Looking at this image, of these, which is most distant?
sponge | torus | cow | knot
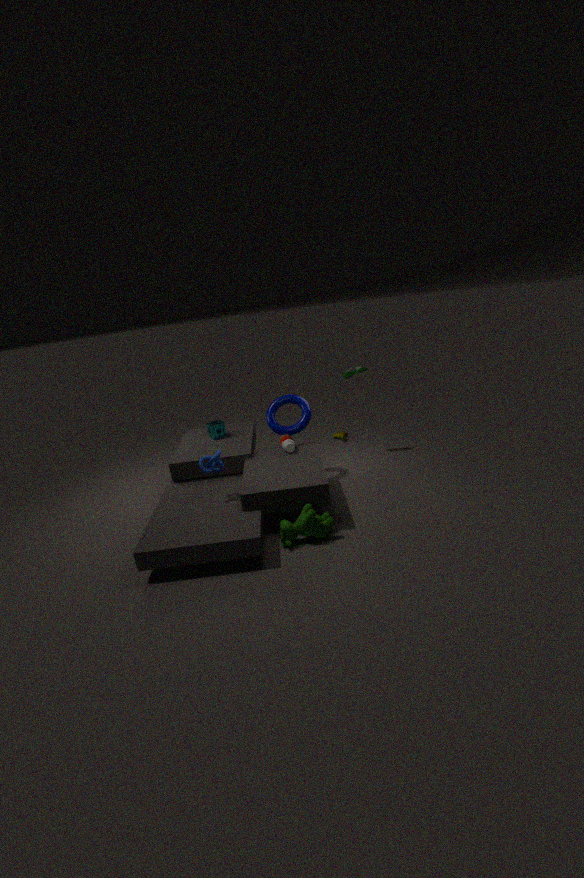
sponge
